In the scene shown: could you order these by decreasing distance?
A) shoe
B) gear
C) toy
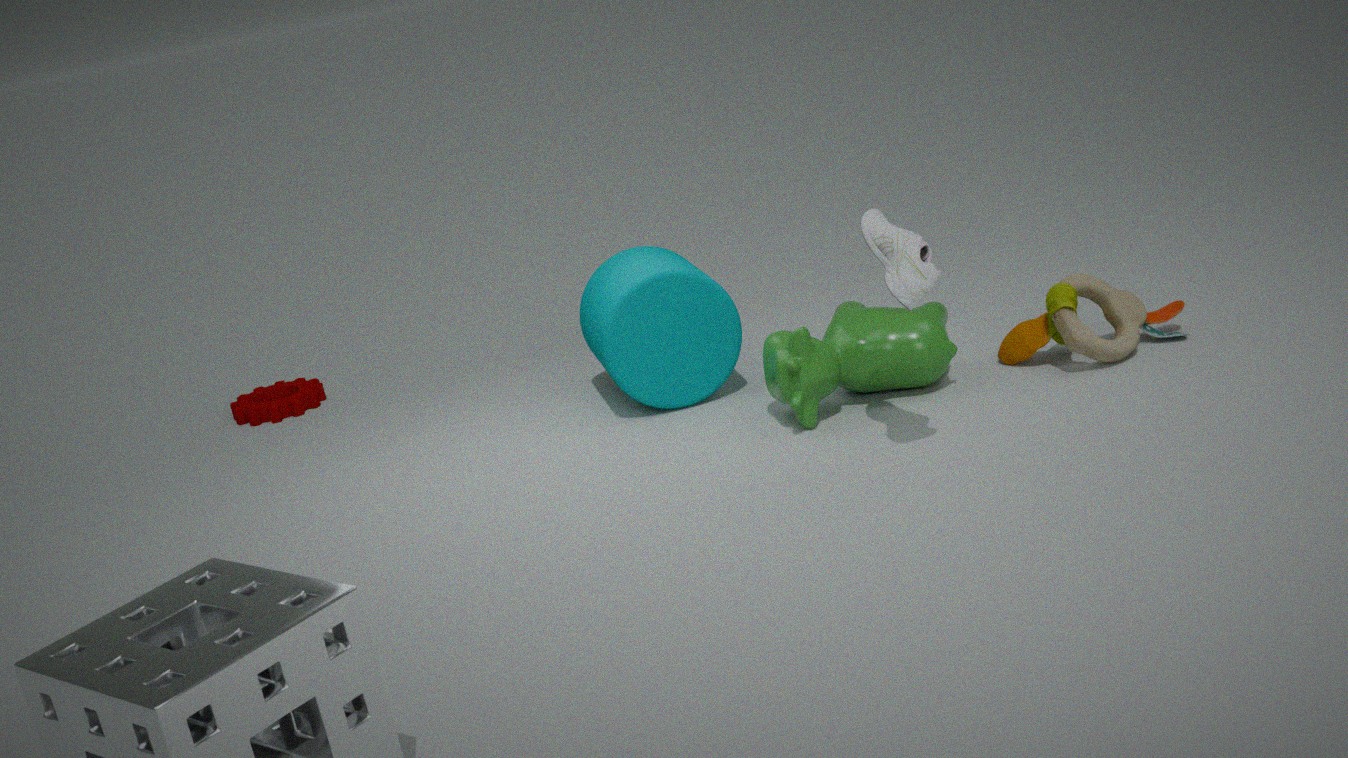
gear < toy < shoe
